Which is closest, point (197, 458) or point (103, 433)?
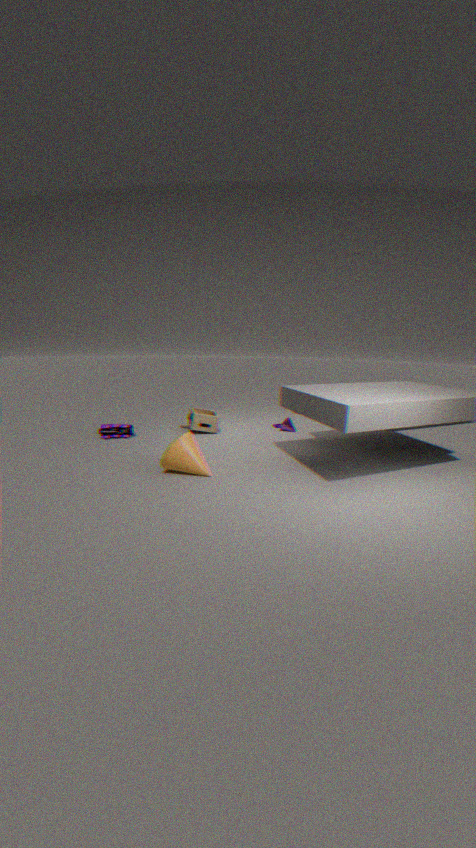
point (197, 458)
